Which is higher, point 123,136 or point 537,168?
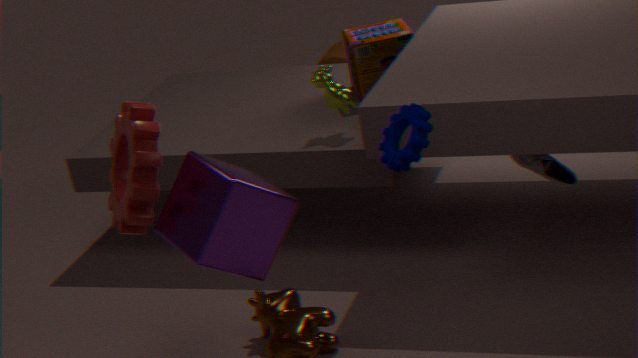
point 123,136
